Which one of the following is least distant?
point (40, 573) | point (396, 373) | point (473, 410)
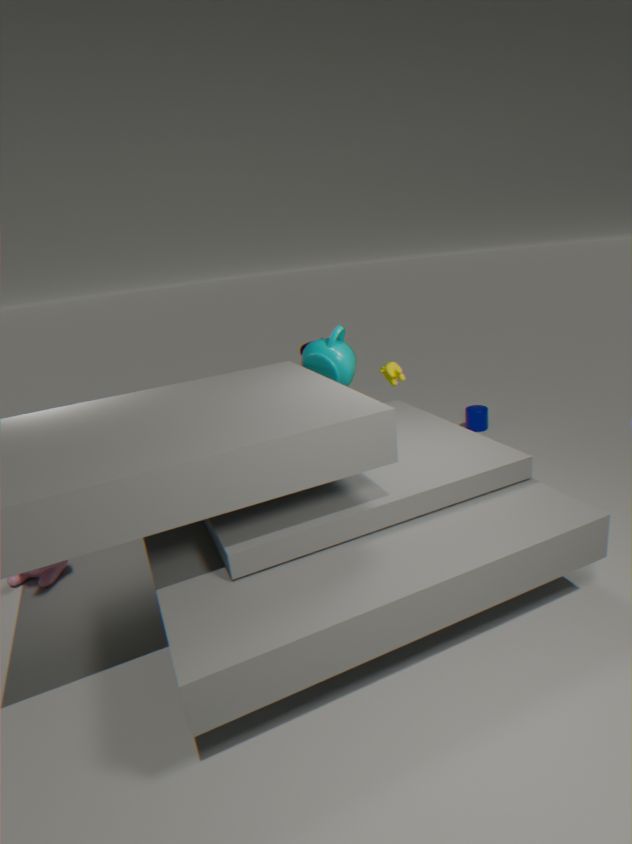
point (40, 573)
